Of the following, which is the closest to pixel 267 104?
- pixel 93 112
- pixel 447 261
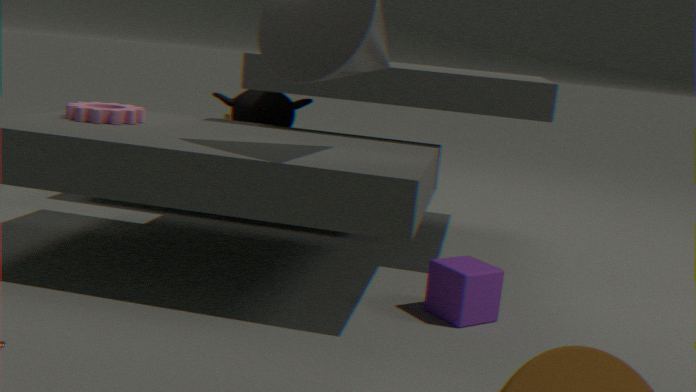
pixel 93 112
